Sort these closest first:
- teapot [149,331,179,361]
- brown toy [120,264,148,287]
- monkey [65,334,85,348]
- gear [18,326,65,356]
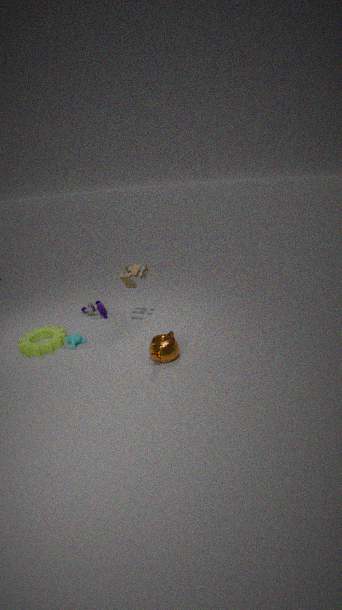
teapot [149,331,179,361] < brown toy [120,264,148,287] < gear [18,326,65,356] < monkey [65,334,85,348]
